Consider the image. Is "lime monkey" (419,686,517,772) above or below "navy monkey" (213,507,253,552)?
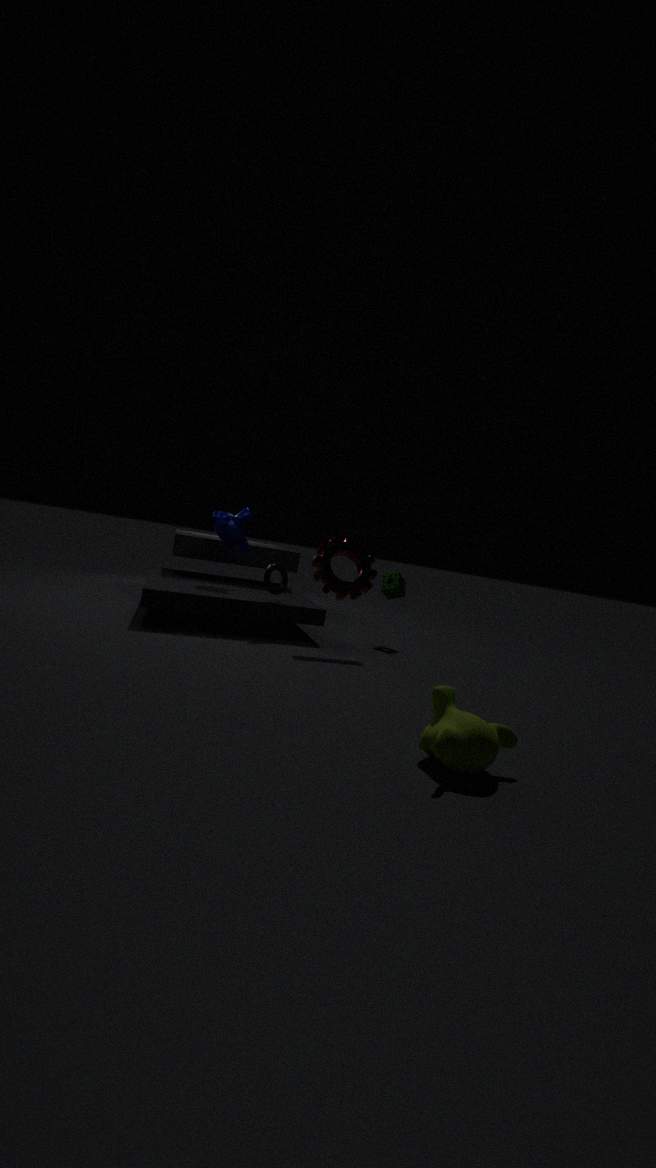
below
